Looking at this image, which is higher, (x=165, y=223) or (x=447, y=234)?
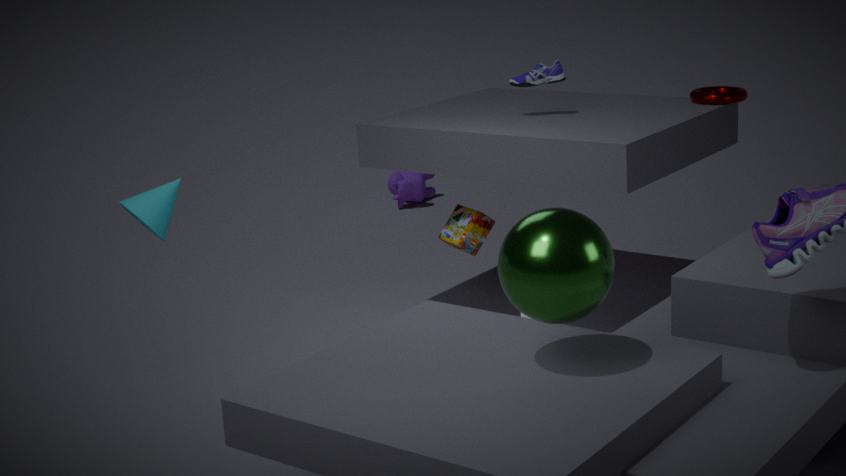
(x=165, y=223)
